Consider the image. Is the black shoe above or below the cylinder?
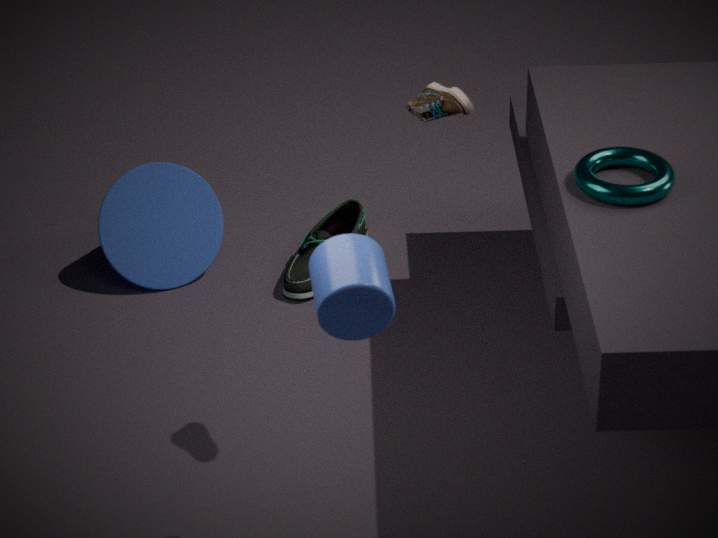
below
